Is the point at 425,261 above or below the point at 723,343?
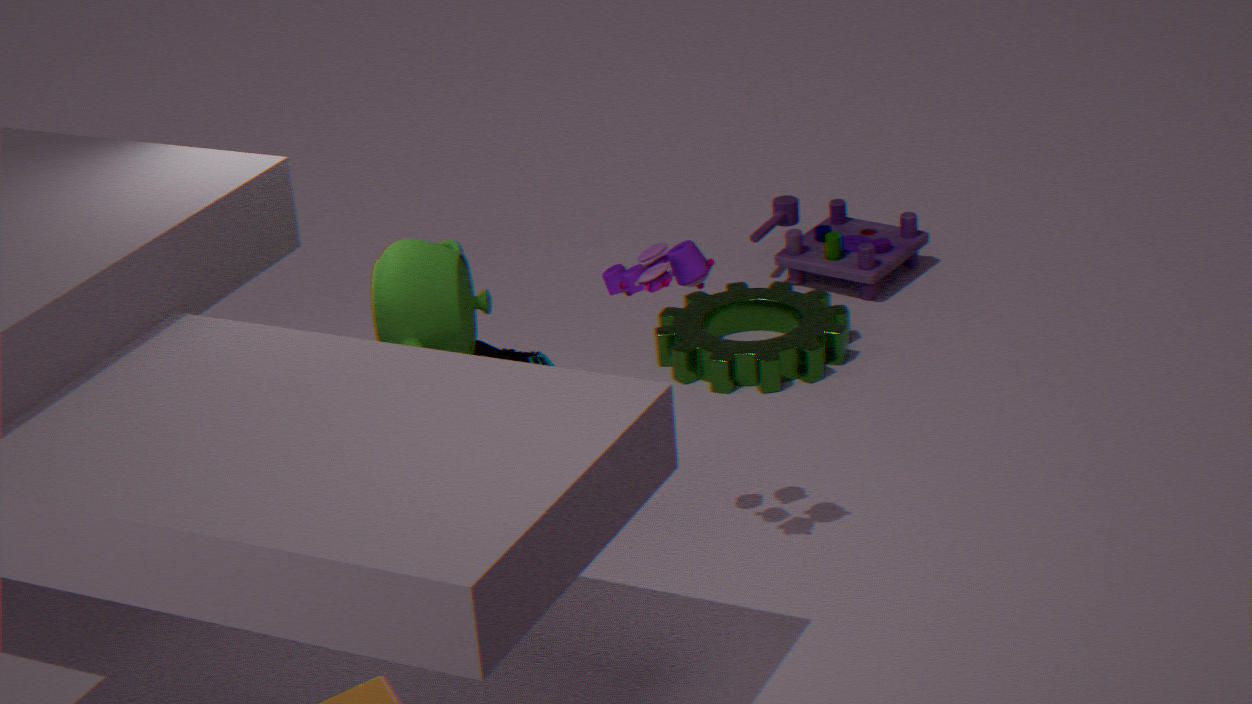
above
